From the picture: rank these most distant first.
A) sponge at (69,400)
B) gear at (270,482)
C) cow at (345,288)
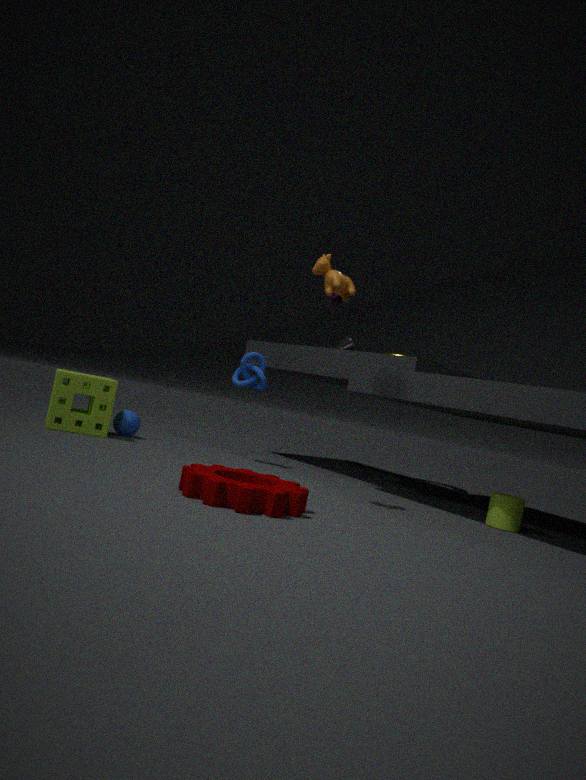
sponge at (69,400), cow at (345,288), gear at (270,482)
